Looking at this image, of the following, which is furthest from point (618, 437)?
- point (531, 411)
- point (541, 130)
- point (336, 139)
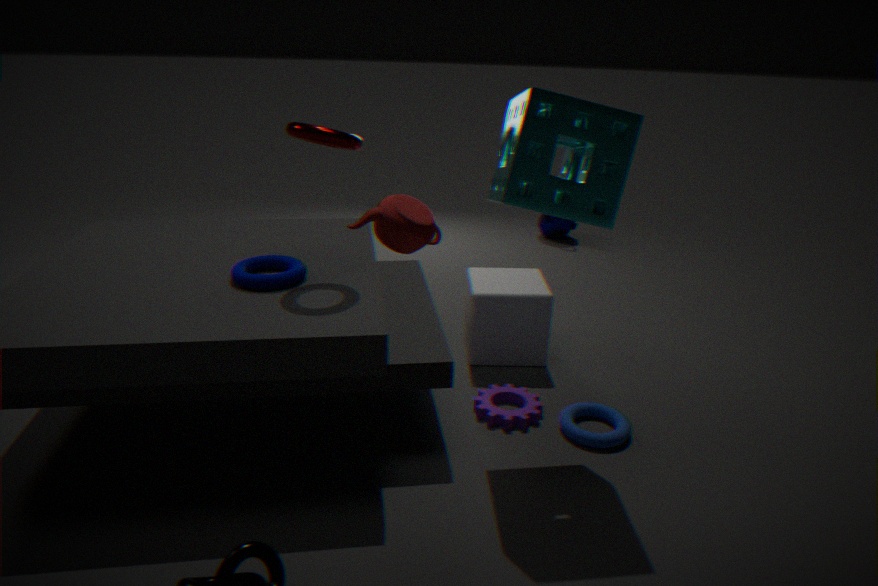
point (336, 139)
